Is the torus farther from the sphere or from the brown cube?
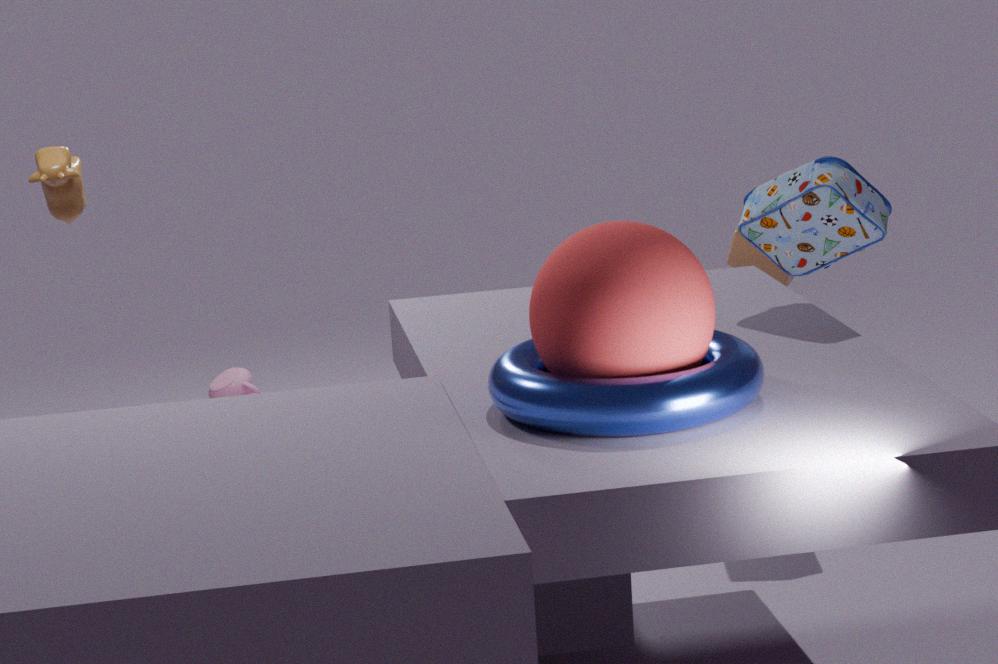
the brown cube
